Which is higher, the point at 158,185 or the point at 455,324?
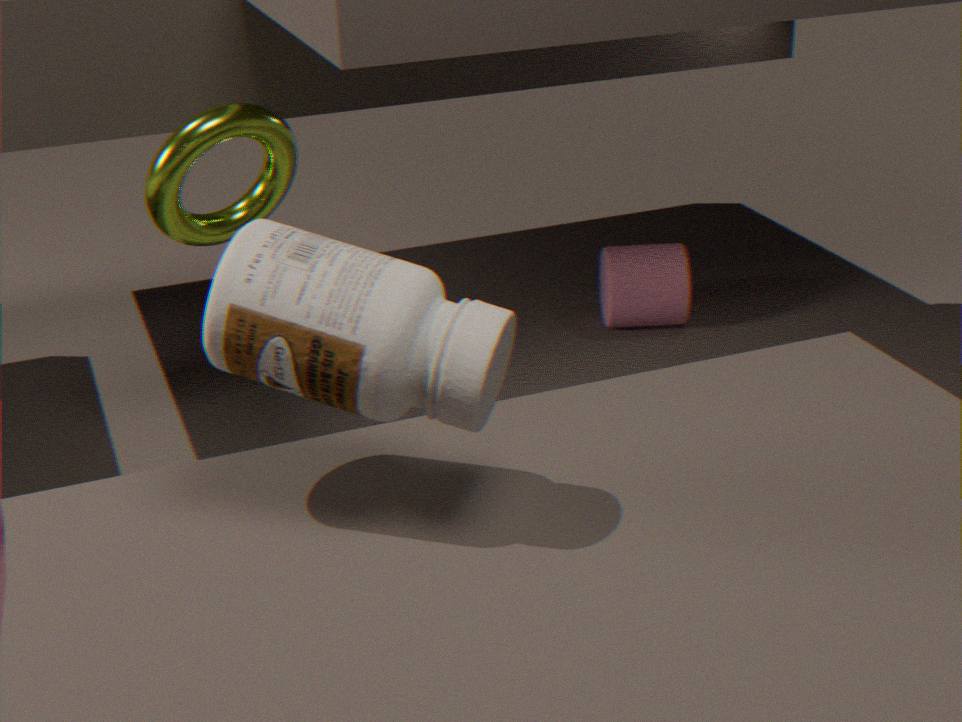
the point at 455,324
